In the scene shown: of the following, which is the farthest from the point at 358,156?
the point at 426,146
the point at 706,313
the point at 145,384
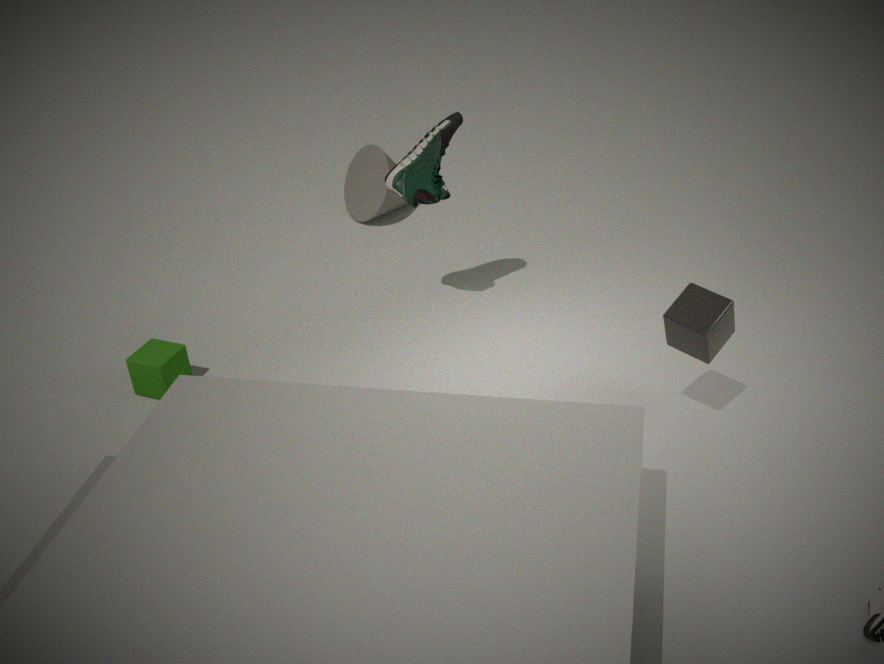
the point at 706,313
